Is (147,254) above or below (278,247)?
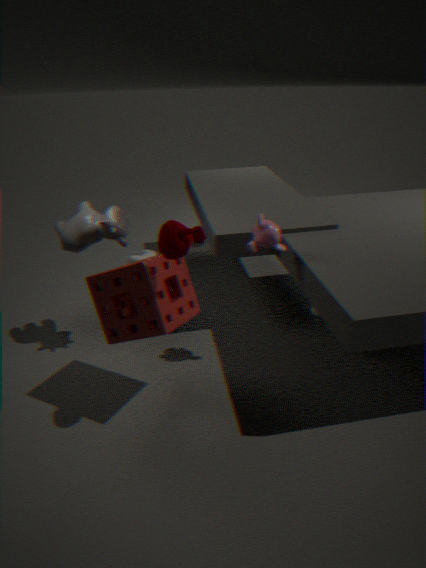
below
